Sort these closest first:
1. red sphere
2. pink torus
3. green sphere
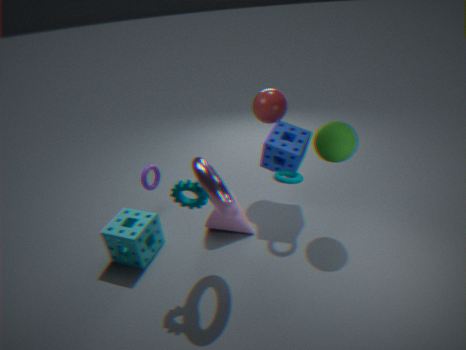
1. pink torus
2. green sphere
3. red sphere
